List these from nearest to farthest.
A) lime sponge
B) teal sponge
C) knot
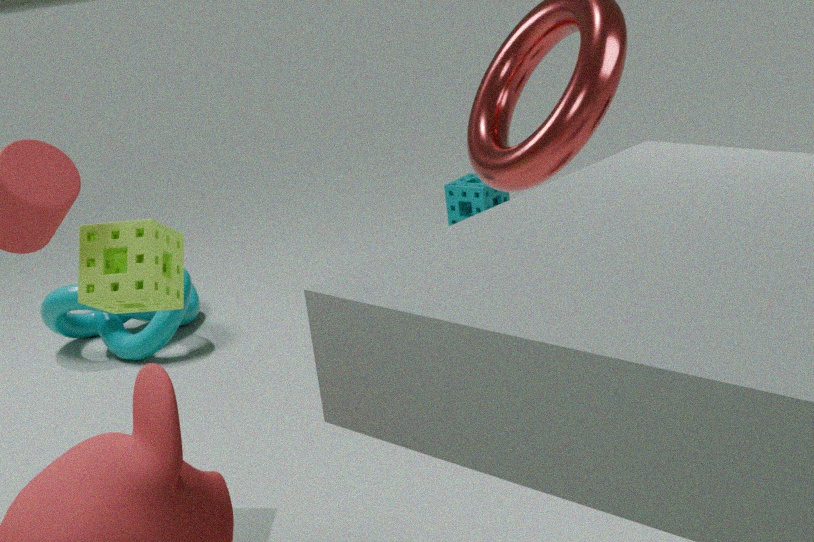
A. lime sponge → C. knot → B. teal sponge
